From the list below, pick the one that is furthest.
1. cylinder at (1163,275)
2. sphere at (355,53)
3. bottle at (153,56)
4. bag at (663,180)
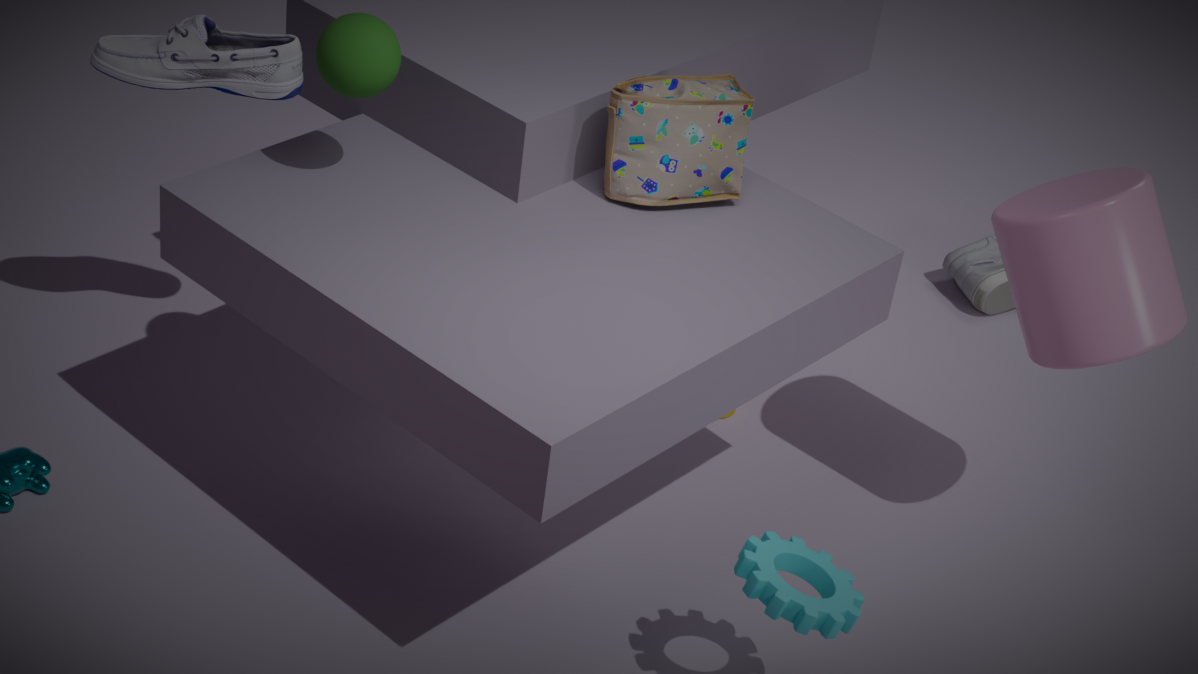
bottle at (153,56)
